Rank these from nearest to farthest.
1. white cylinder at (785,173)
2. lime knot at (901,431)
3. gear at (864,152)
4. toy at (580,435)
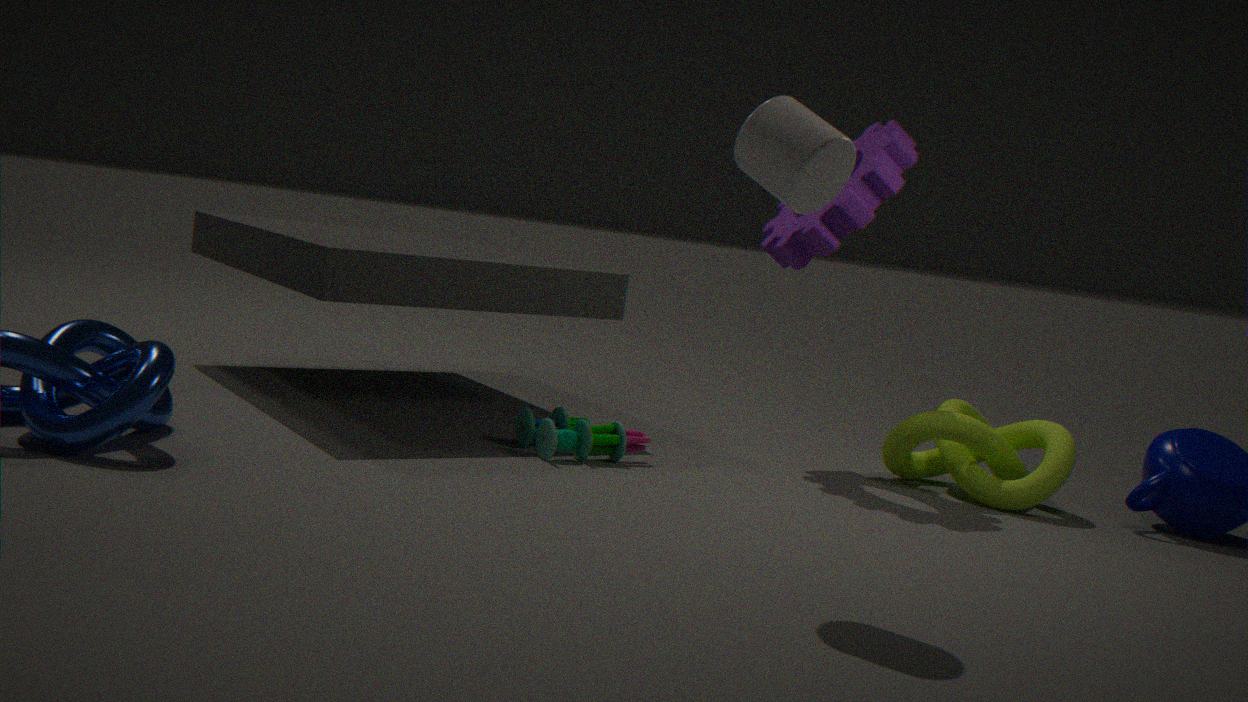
1. white cylinder at (785,173)
2. toy at (580,435)
3. lime knot at (901,431)
4. gear at (864,152)
